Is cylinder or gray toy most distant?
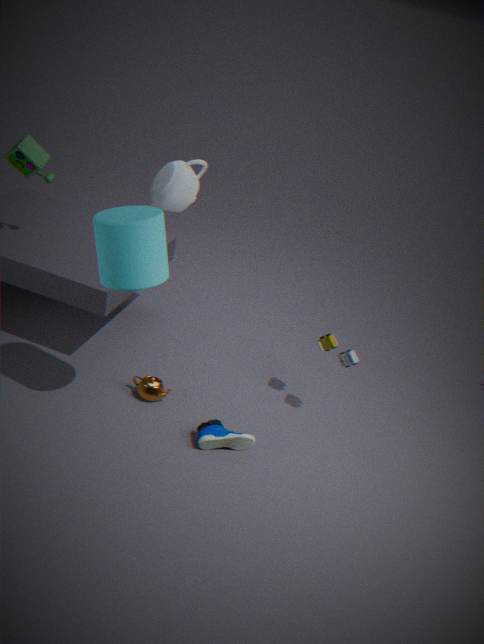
gray toy
